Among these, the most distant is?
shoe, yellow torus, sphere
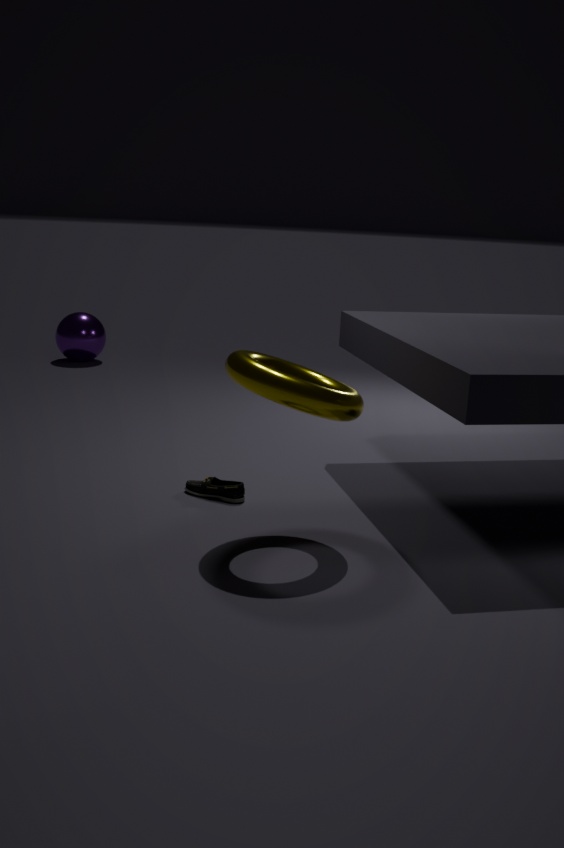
sphere
